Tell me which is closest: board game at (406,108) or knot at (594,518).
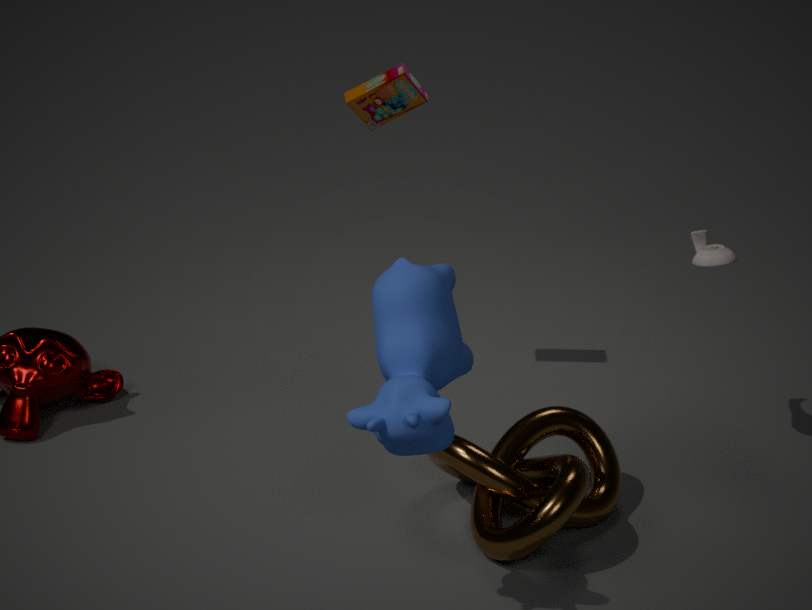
knot at (594,518)
